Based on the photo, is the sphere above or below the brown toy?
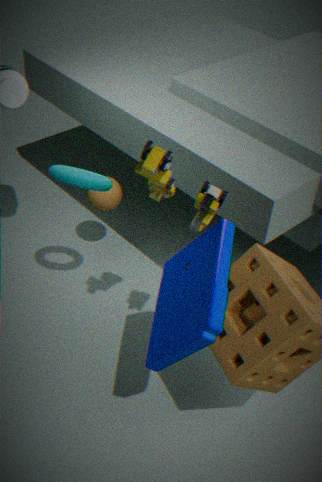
below
